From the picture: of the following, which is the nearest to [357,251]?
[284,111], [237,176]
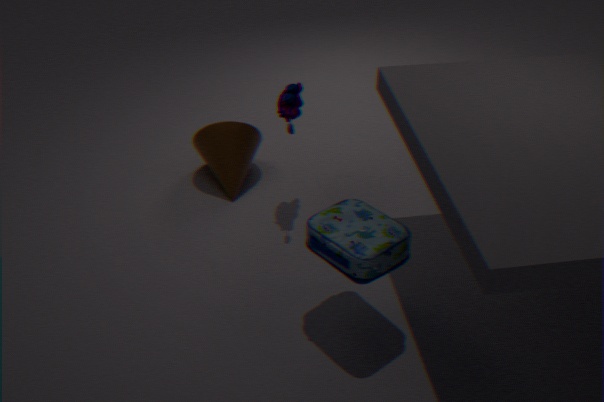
[284,111]
